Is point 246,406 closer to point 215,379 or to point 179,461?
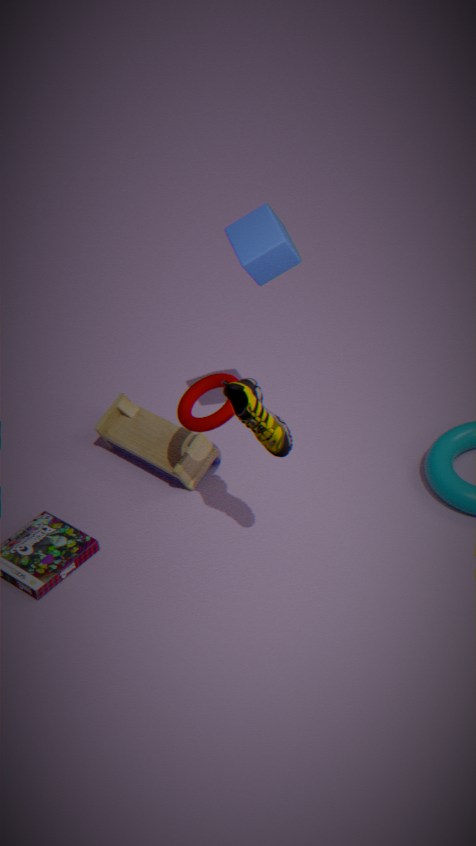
point 215,379
